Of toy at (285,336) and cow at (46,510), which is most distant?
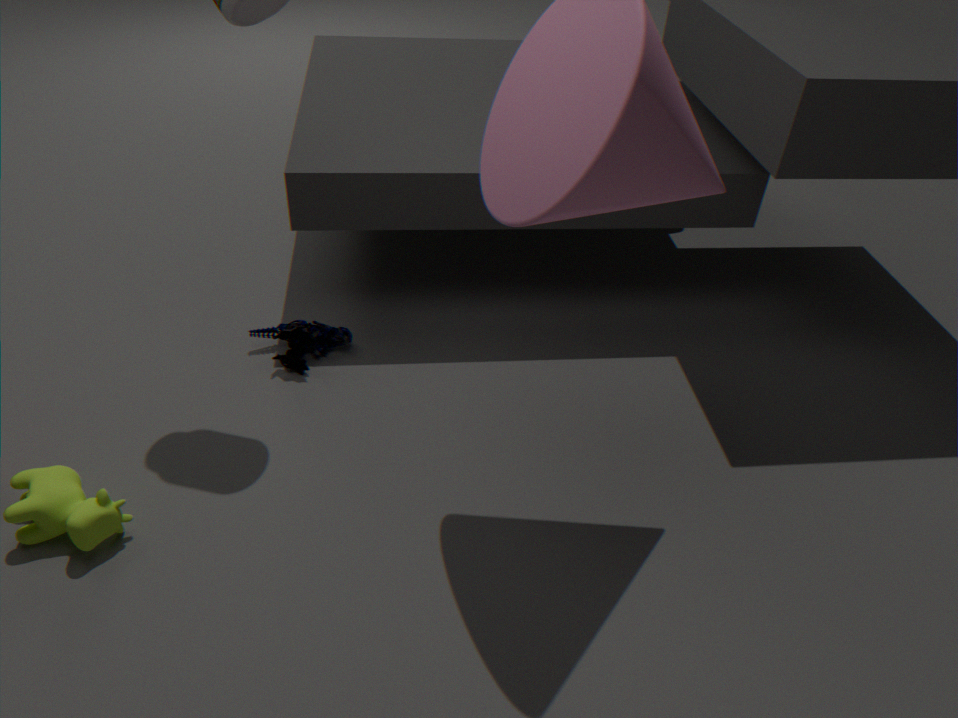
toy at (285,336)
